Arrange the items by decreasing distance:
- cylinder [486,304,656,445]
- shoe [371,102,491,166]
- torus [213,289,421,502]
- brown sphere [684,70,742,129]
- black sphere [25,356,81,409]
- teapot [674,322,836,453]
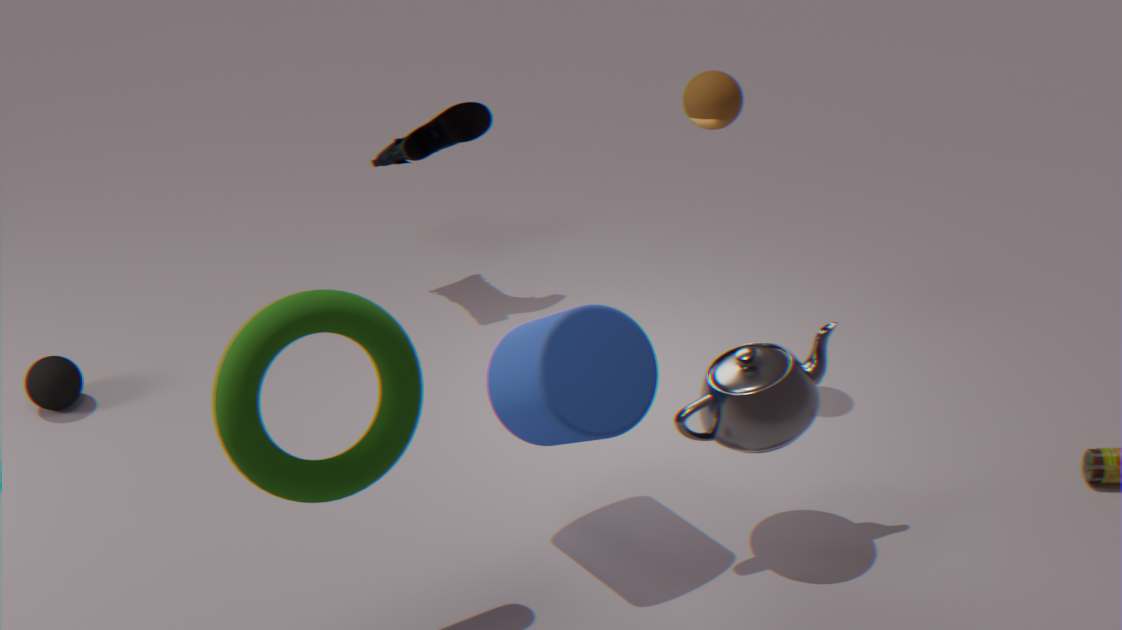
shoe [371,102,491,166] < black sphere [25,356,81,409] < brown sphere [684,70,742,129] < teapot [674,322,836,453] < cylinder [486,304,656,445] < torus [213,289,421,502]
